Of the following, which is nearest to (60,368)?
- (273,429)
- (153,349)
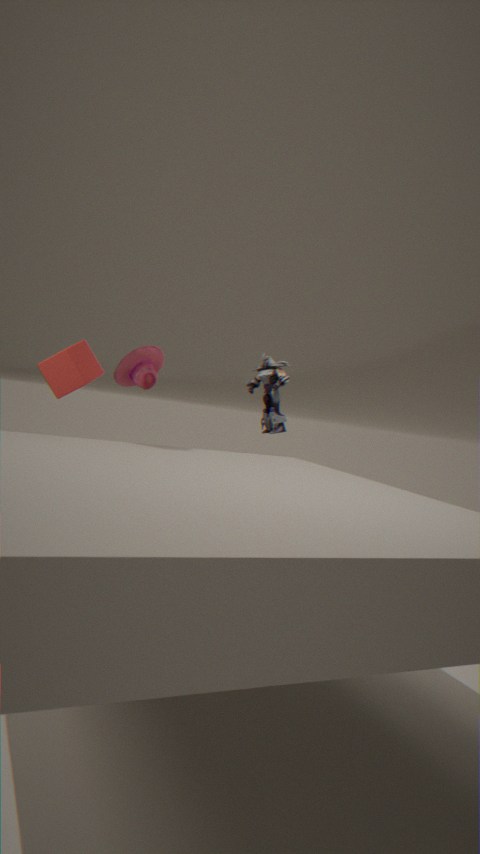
(153,349)
